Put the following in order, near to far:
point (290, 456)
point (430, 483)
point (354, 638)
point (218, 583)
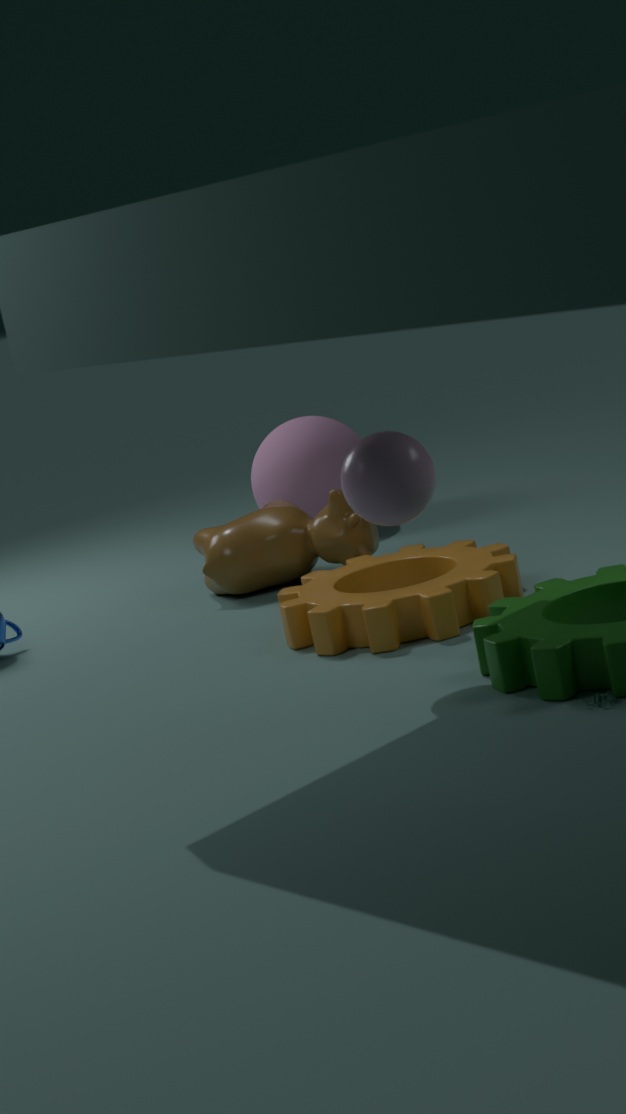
point (430, 483), point (354, 638), point (218, 583), point (290, 456)
